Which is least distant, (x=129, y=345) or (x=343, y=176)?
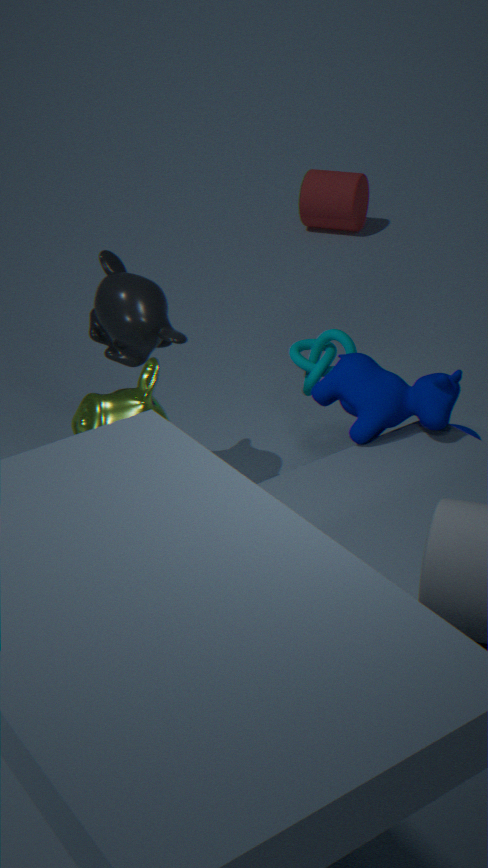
(x=129, y=345)
